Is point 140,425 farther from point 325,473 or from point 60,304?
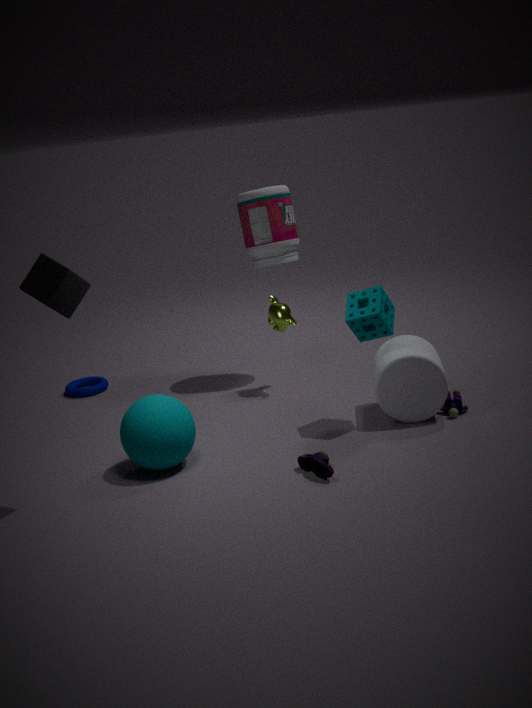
point 60,304
